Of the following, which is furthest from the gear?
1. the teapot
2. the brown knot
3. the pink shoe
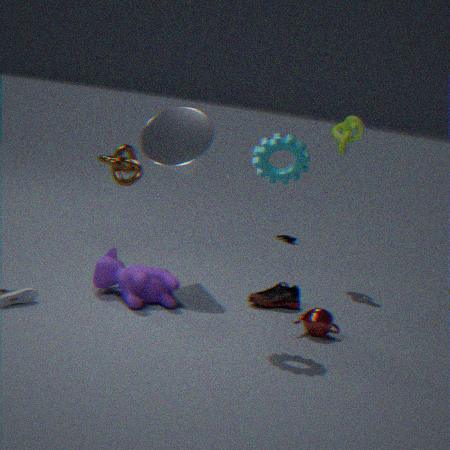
the brown knot
